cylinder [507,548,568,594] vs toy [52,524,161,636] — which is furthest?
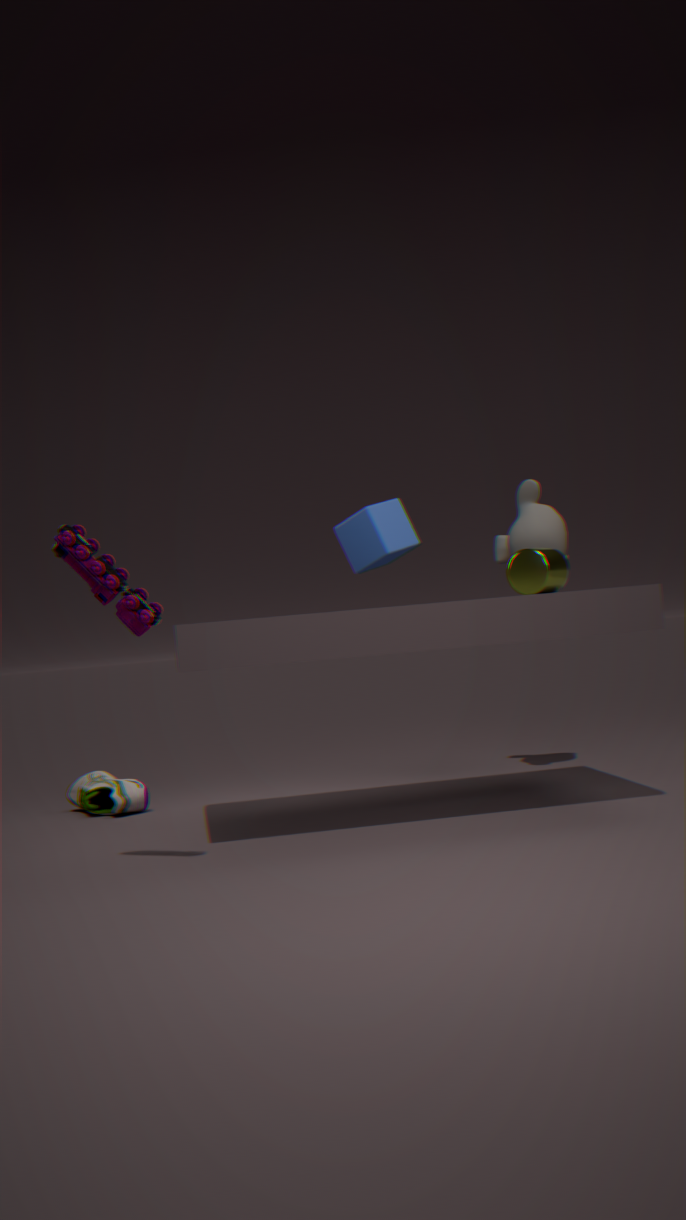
cylinder [507,548,568,594]
